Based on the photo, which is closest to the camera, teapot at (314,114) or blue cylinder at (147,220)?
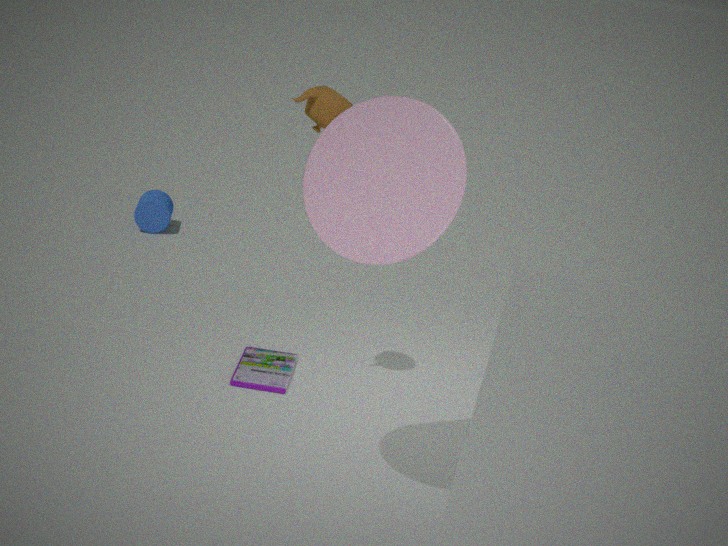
teapot at (314,114)
